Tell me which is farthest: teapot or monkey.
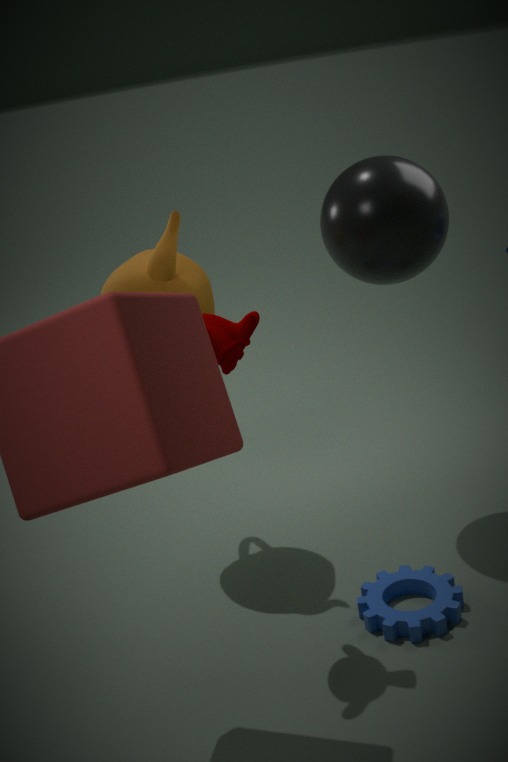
teapot
